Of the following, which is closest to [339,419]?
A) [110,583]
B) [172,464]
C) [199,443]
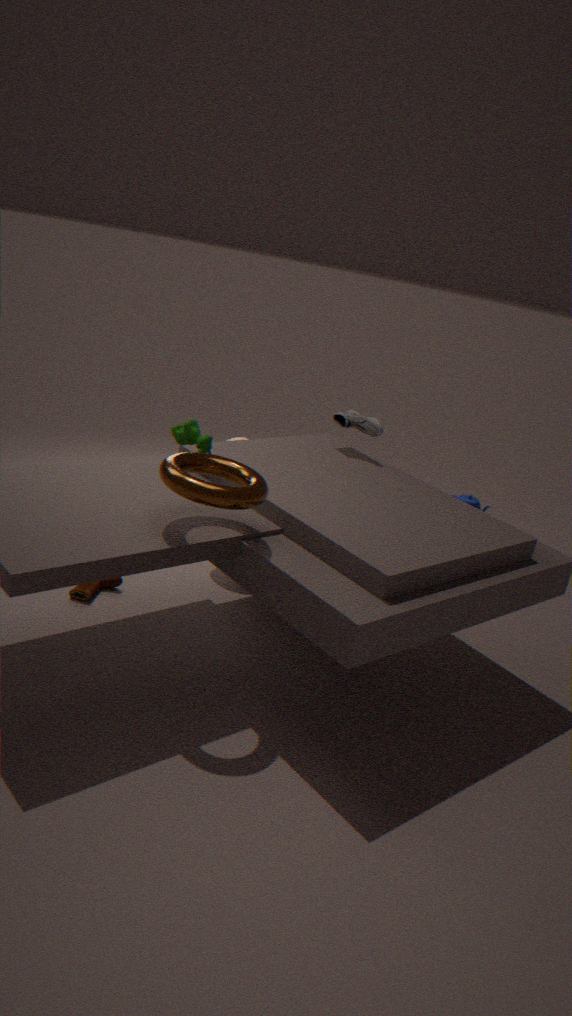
[199,443]
